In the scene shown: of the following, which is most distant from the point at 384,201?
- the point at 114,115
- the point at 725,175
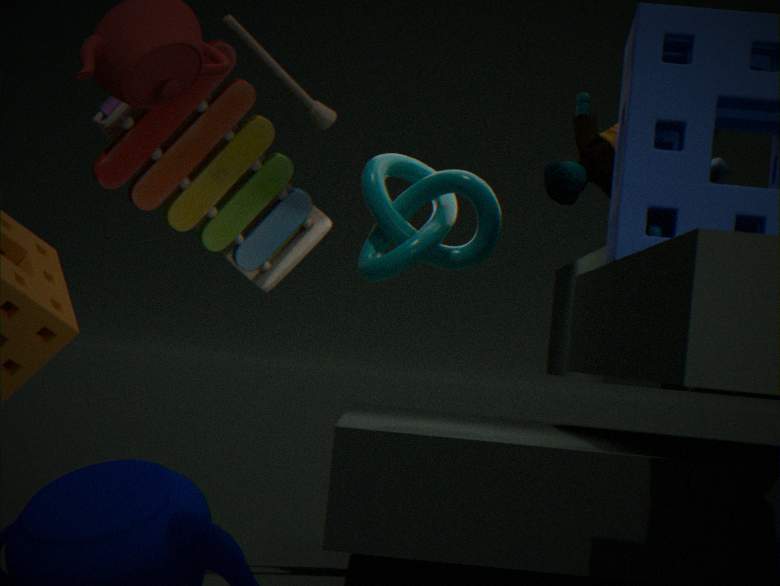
the point at 114,115
